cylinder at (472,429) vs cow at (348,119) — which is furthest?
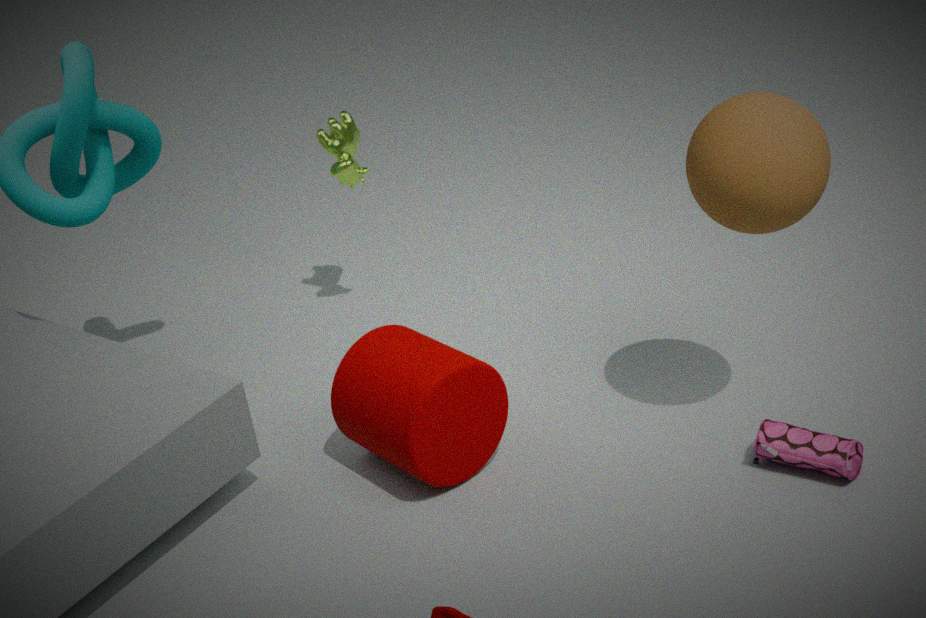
cow at (348,119)
